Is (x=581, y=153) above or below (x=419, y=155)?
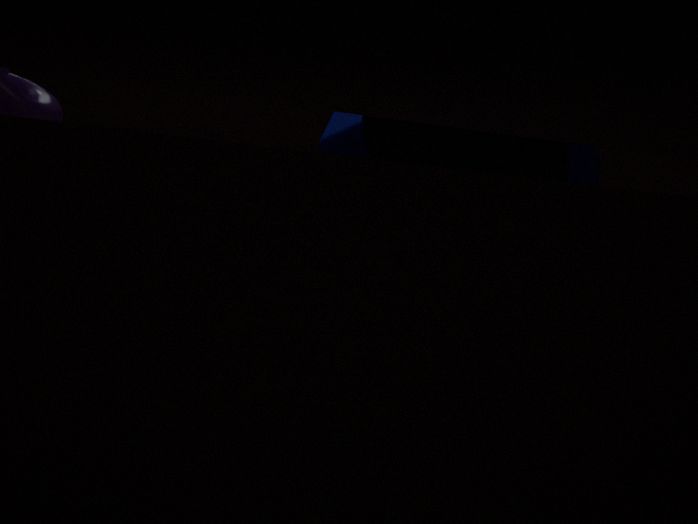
above
